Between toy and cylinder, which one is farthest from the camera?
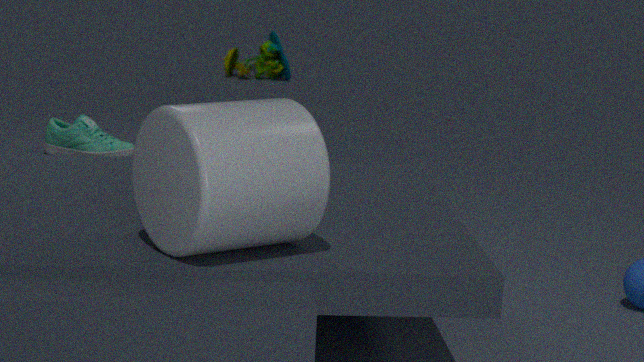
toy
